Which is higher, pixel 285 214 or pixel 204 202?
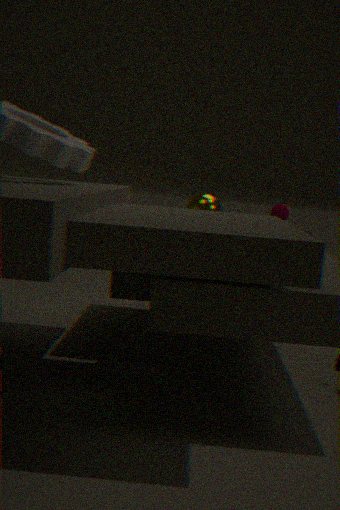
pixel 204 202
